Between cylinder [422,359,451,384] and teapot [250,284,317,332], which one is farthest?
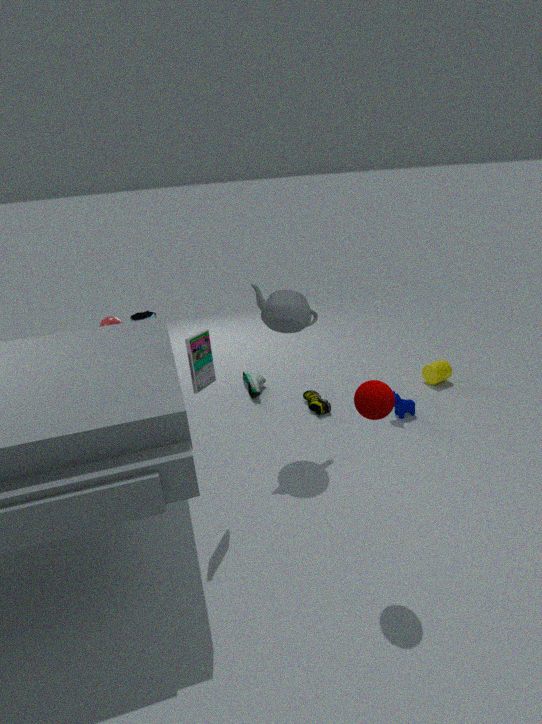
cylinder [422,359,451,384]
